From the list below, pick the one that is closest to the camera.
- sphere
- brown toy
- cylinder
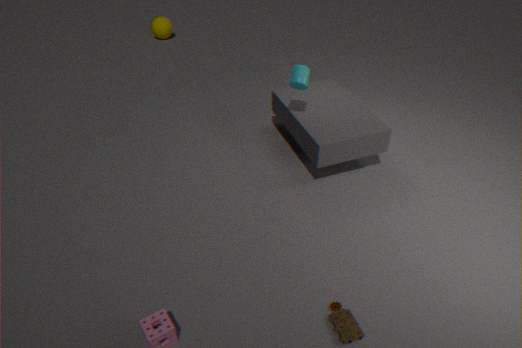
brown toy
